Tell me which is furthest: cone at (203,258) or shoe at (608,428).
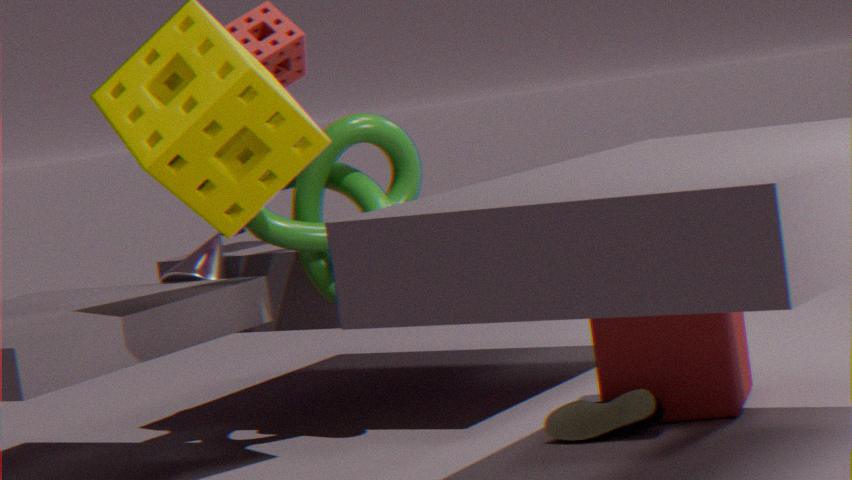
cone at (203,258)
